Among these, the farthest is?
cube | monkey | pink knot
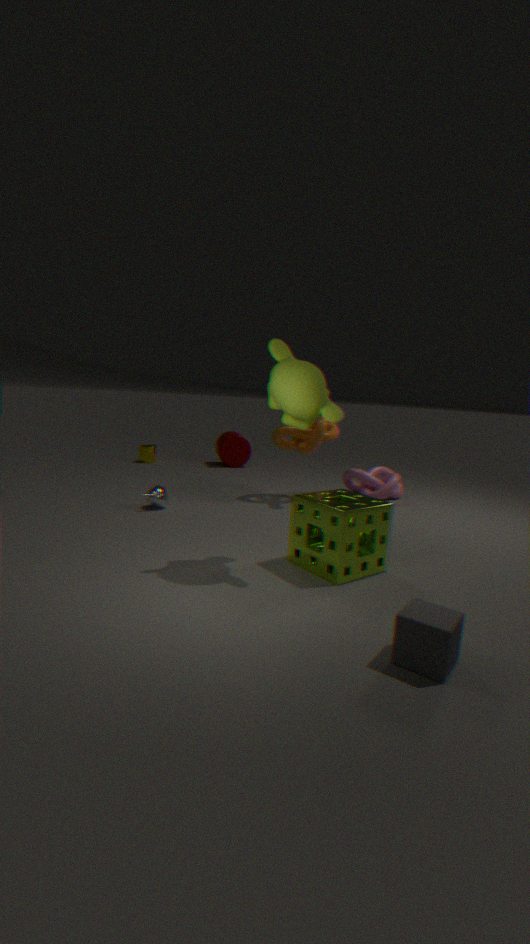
pink knot
